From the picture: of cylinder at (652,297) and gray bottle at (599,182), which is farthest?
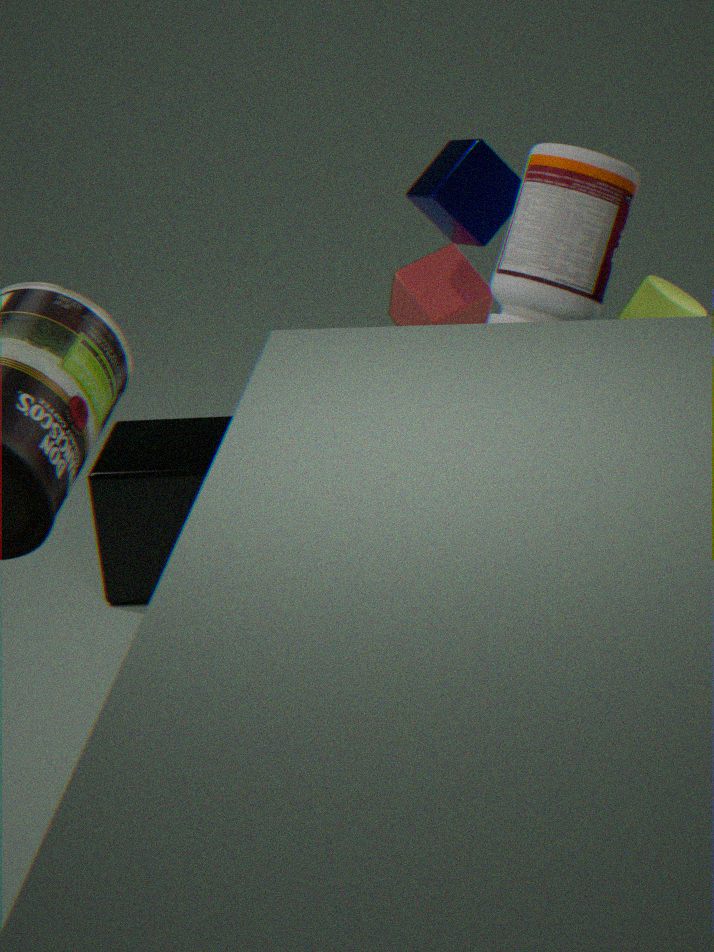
cylinder at (652,297)
